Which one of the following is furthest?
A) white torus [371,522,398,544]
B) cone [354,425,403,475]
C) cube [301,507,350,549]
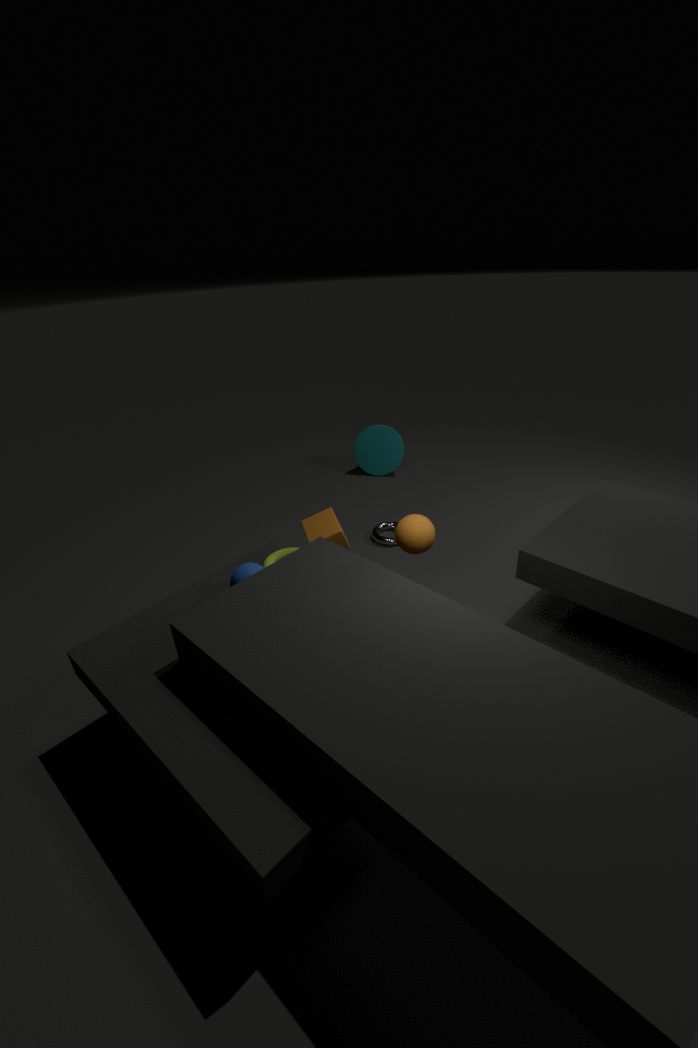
cone [354,425,403,475]
